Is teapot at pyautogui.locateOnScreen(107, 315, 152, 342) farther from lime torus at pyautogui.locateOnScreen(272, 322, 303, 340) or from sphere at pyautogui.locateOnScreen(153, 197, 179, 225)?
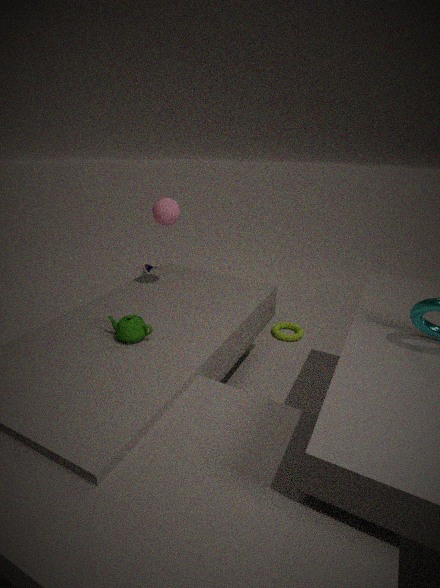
lime torus at pyautogui.locateOnScreen(272, 322, 303, 340)
